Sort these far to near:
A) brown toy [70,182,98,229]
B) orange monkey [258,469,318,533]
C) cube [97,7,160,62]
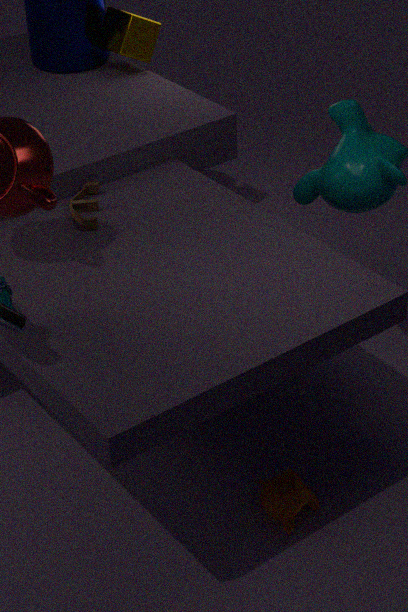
C. cube [97,7,160,62] < A. brown toy [70,182,98,229] < B. orange monkey [258,469,318,533]
